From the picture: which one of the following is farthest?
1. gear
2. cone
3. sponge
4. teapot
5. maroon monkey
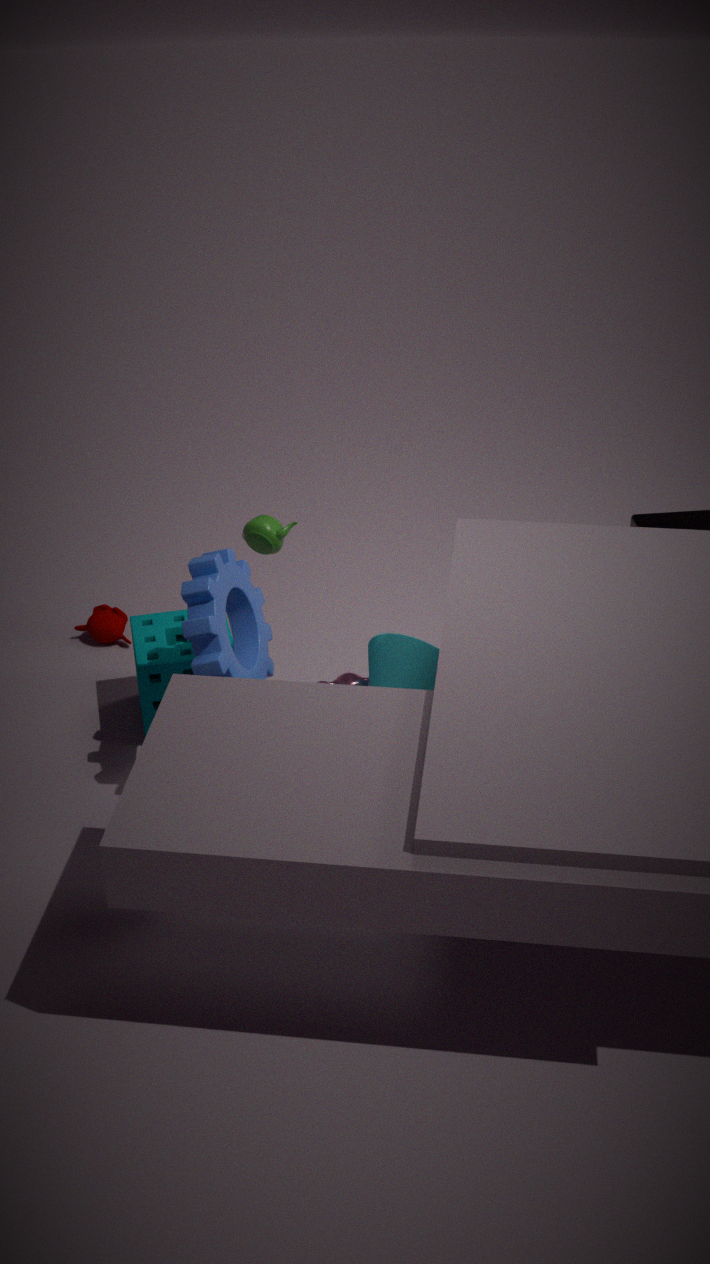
maroon monkey
